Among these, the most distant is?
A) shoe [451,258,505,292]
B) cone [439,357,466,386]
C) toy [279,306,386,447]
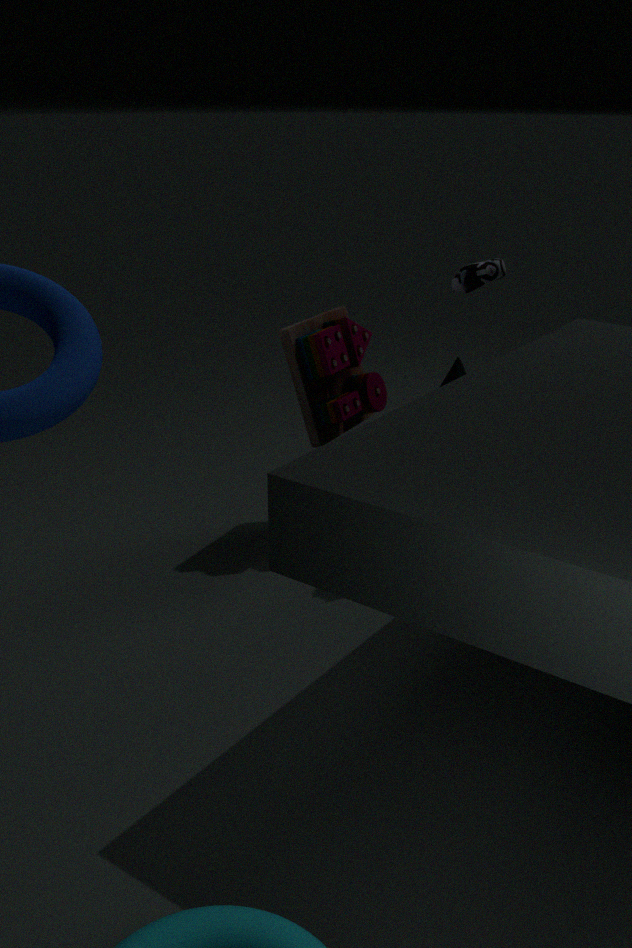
cone [439,357,466,386]
